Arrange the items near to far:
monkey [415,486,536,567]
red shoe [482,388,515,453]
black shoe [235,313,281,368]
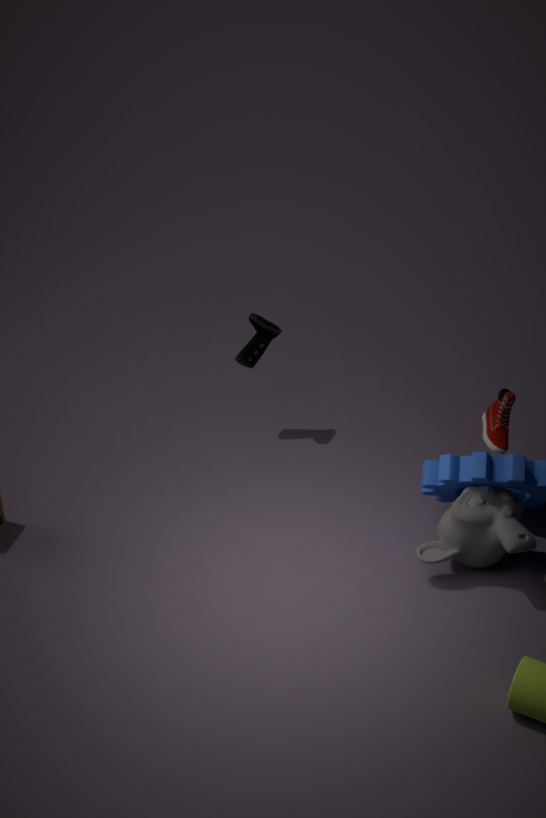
1. monkey [415,486,536,567]
2. red shoe [482,388,515,453]
3. black shoe [235,313,281,368]
